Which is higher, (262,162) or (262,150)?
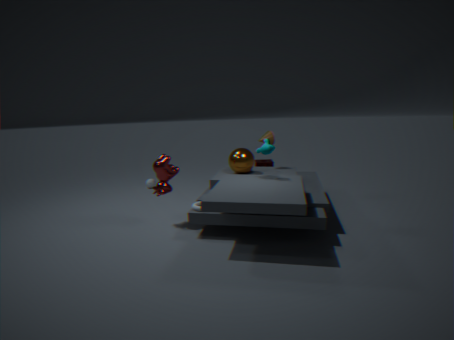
(262,150)
